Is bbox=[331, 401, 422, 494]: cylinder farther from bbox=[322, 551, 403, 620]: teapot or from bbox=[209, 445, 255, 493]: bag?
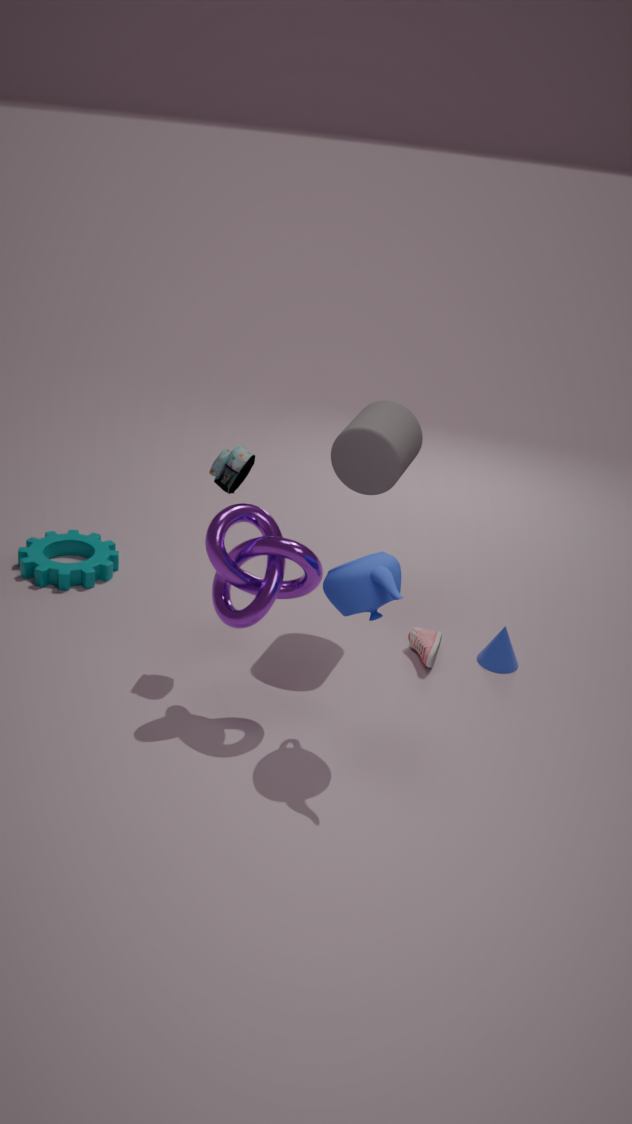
bbox=[322, 551, 403, 620]: teapot
